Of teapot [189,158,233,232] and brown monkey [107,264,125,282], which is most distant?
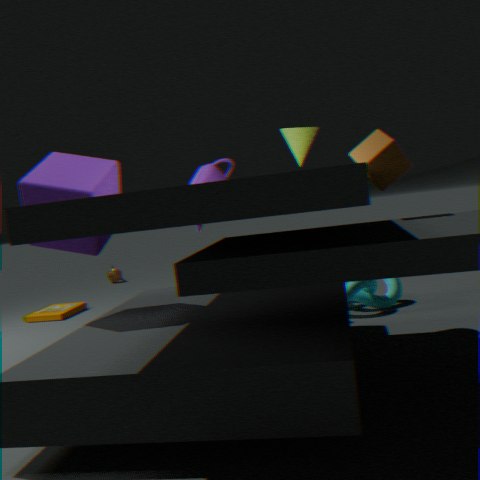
brown monkey [107,264,125,282]
